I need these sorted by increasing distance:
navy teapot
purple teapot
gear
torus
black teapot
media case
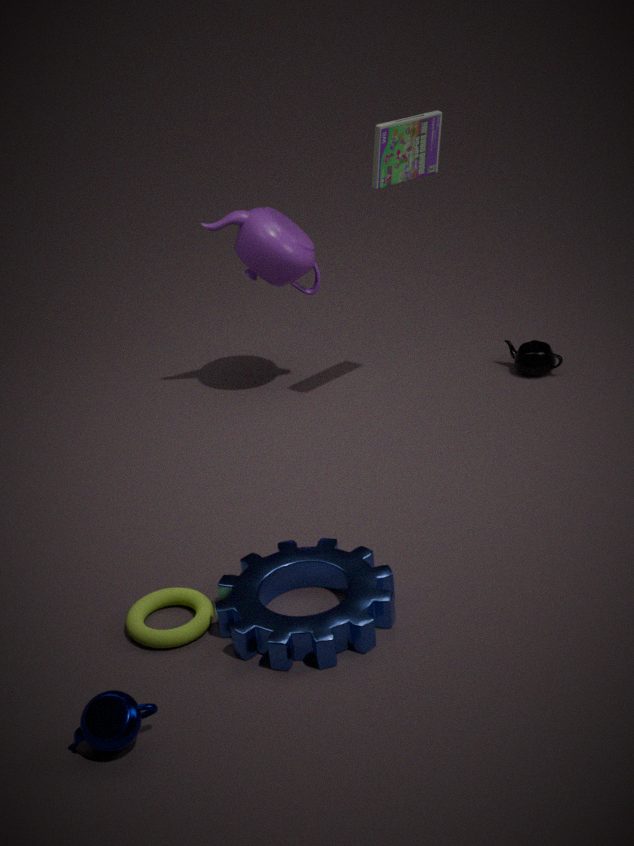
navy teapot
gear
torus
media case
purple teapot
black teapot
